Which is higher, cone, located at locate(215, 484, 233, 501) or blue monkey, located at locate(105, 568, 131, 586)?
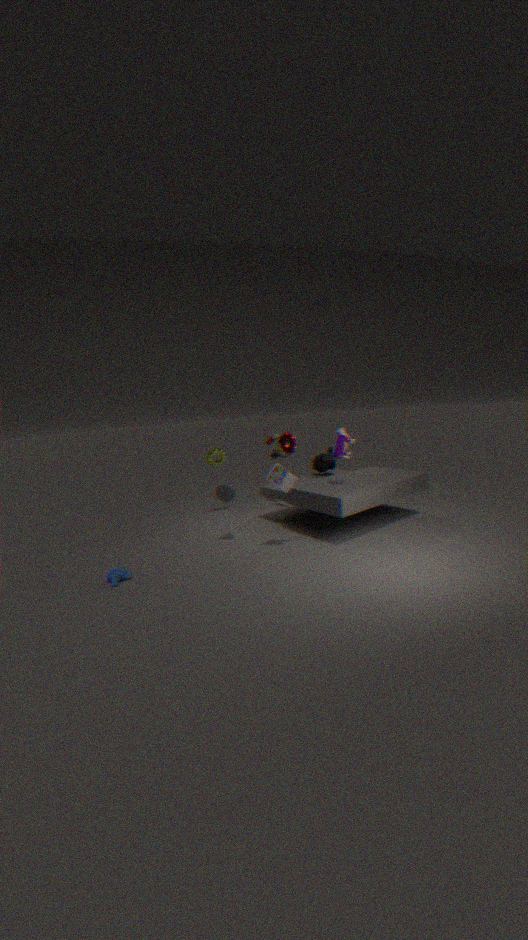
cone, located at locate(215, 484, 233, 501)
